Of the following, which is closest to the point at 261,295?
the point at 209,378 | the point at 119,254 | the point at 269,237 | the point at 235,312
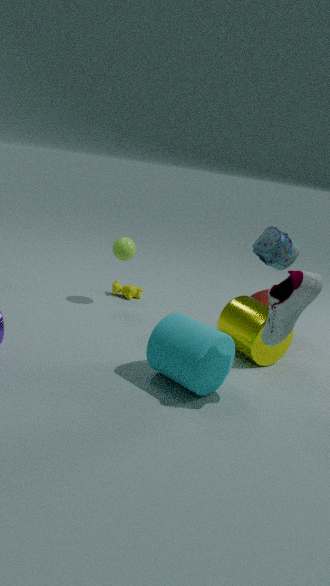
the point at 235,312
